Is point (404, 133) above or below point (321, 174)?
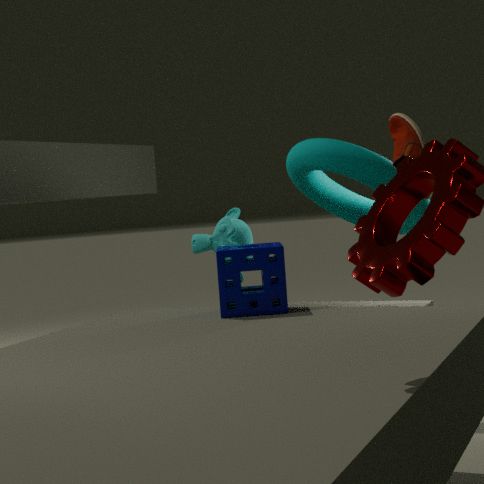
above
